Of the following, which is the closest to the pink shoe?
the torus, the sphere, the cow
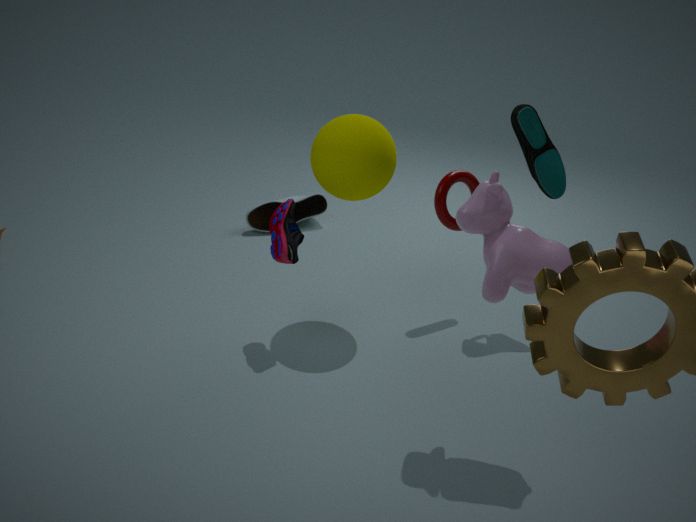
the sphere
